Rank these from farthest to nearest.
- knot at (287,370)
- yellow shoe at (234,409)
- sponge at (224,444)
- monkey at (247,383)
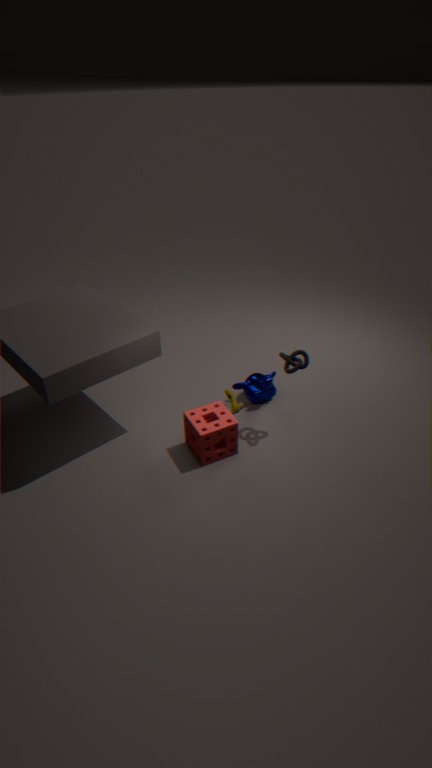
1. monkey at (247,383)
2. yellow shoe at (234,409)
3. knot at (287,370)
4. sponge at (224,444)
